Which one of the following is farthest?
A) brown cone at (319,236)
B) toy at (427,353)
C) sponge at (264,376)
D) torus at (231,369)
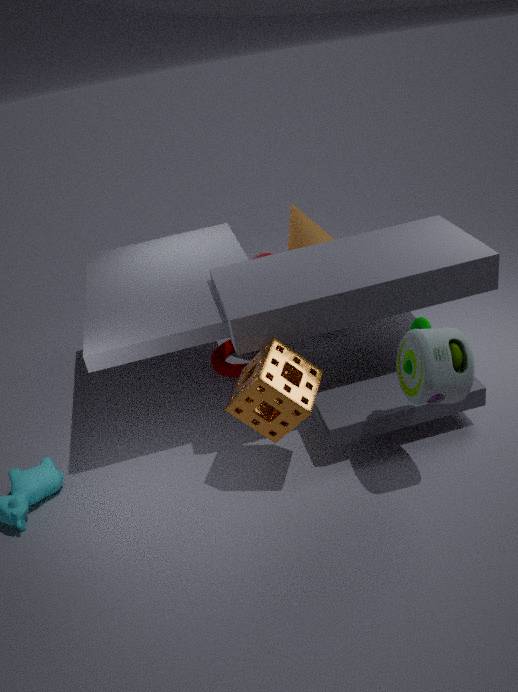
brown cone at (319,236)
